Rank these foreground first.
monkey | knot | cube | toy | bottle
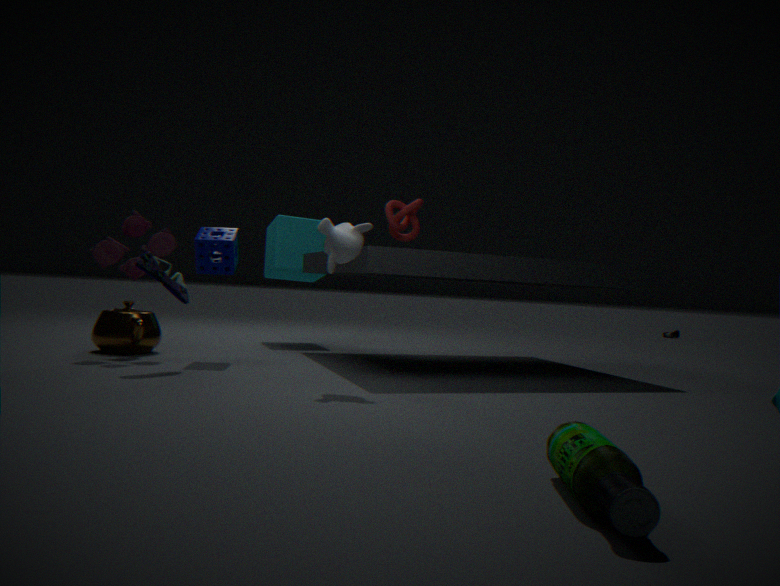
1. bottle
2. monkey
3. toy
4. knot
5. cube
